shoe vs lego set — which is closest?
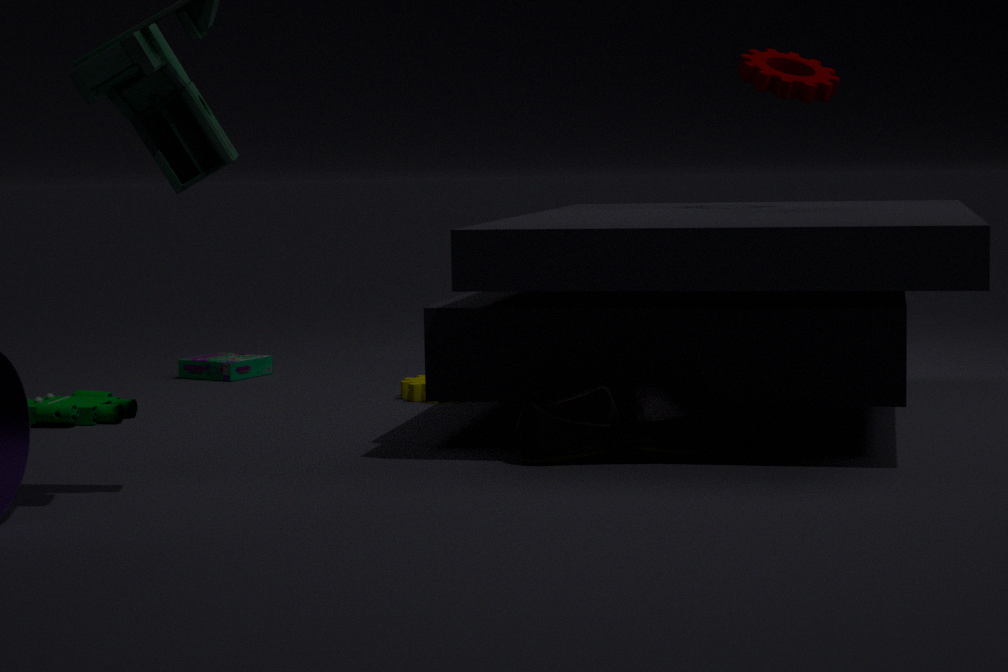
shoe
